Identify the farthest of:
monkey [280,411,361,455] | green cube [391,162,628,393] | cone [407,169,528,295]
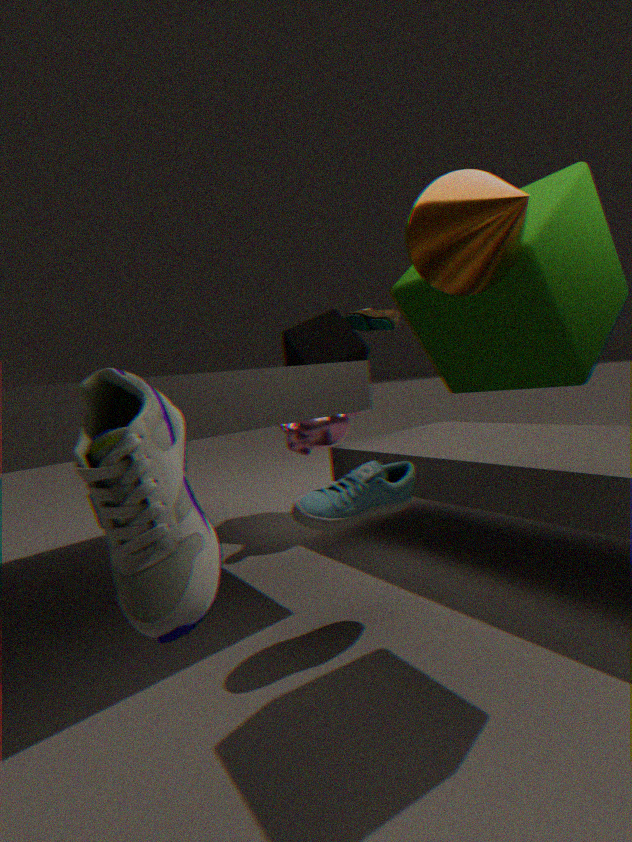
monkey [280,411,361,455]
